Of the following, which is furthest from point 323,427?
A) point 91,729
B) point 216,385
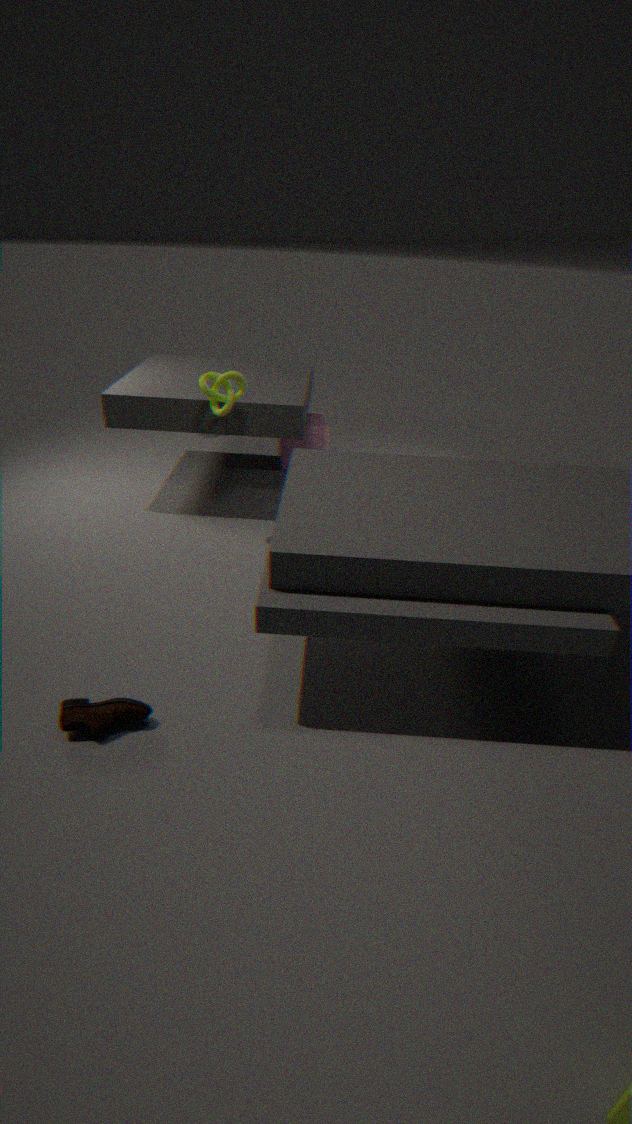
point 91,729
